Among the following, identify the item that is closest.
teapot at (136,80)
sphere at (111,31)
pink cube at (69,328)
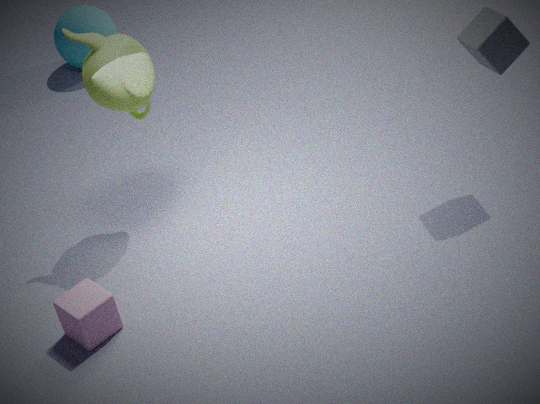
pink cube at (69,328)
